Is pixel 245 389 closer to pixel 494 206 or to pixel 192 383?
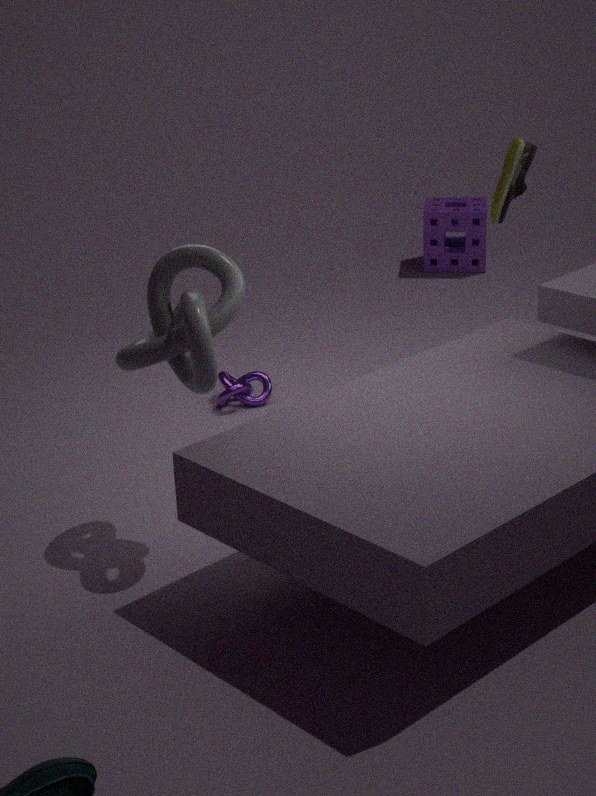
pixel 192 383
